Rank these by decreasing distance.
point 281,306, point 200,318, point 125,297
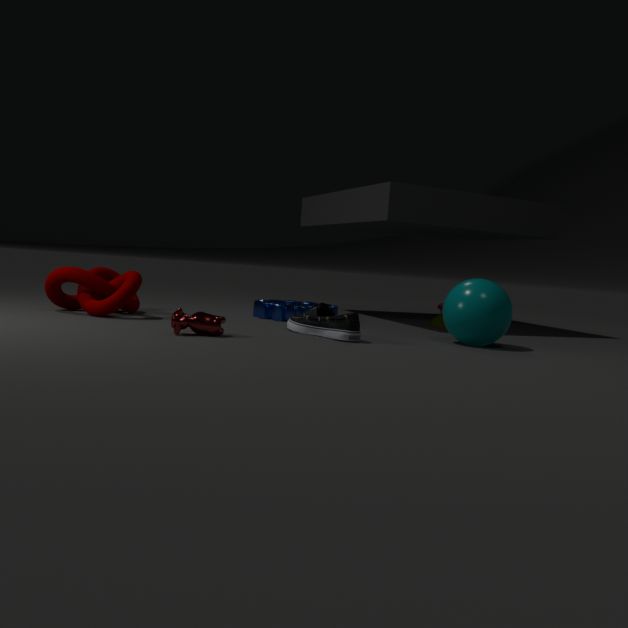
point 281,306 → point 125,297 → point 200,318
